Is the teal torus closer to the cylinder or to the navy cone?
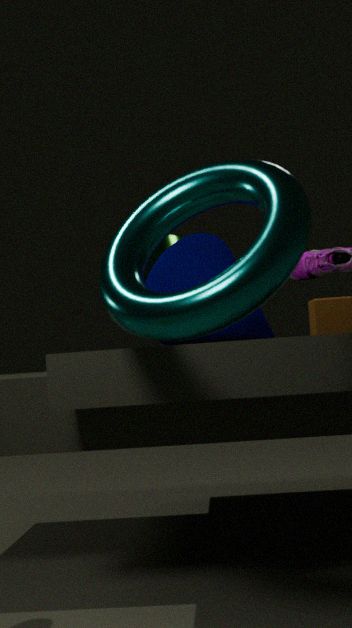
the navy cone
